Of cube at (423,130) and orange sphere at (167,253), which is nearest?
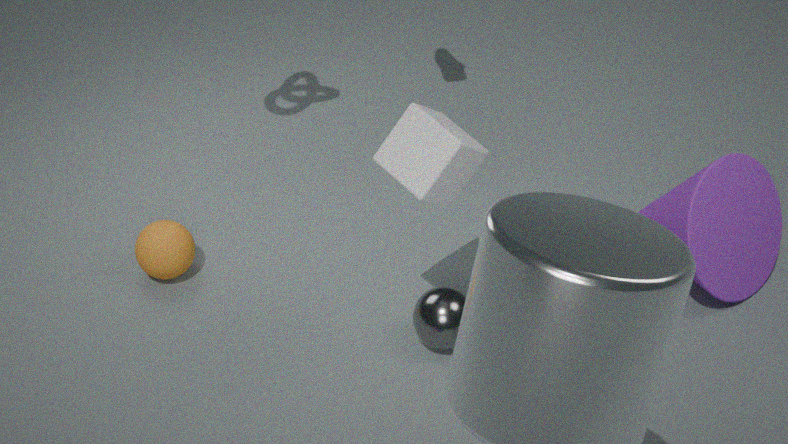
cube at (423,130)
